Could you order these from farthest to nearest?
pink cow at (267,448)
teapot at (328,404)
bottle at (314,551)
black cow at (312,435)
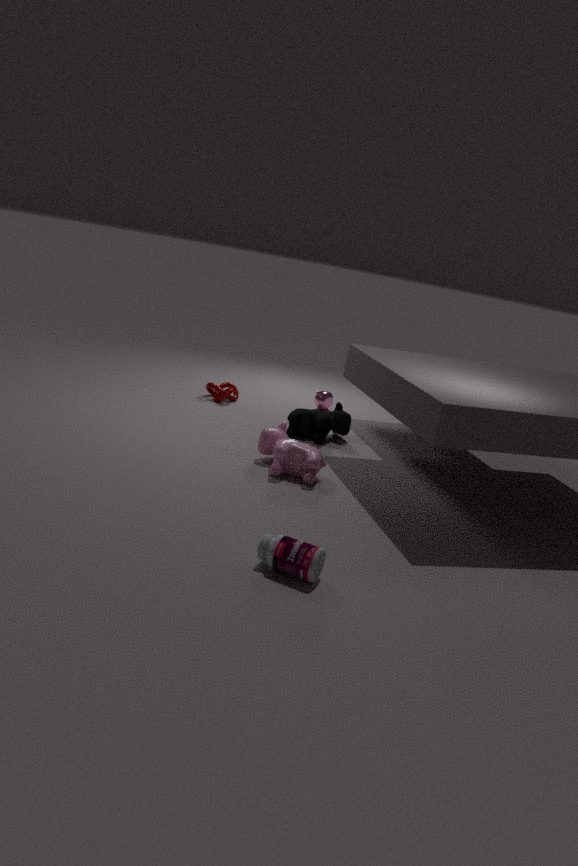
teapot at (328,404), black cow at (312,435), pink cow at (267,448), bottle at (314,551)
